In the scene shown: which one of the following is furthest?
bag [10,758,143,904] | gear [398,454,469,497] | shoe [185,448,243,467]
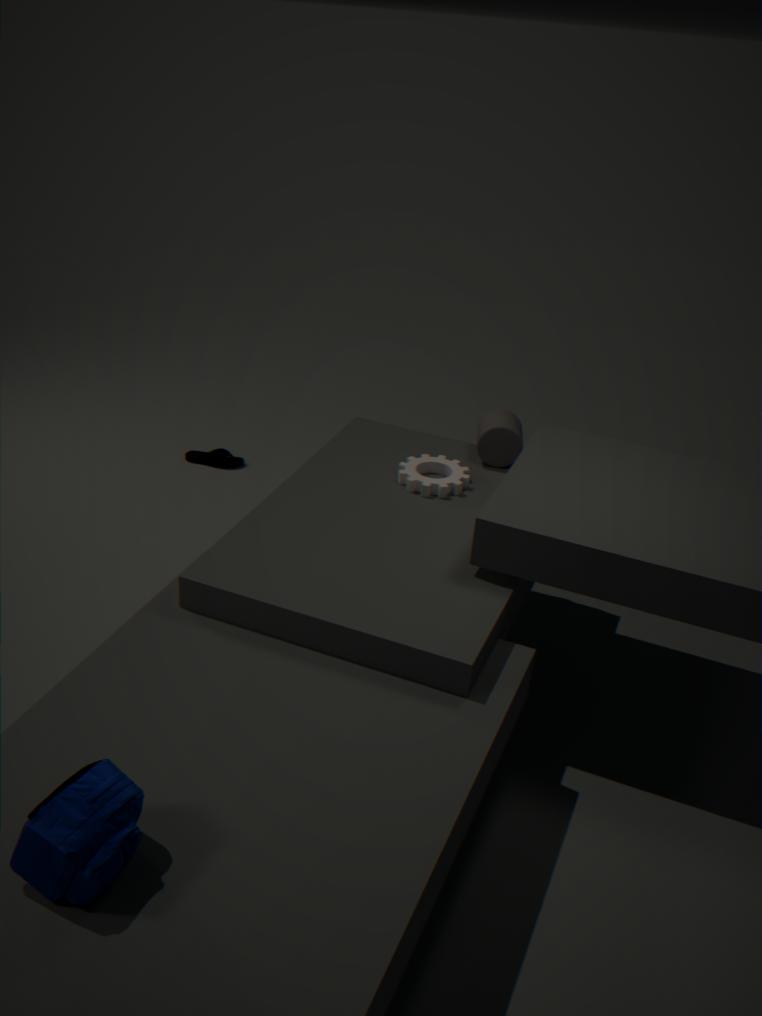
shoe [185,448,243,467]
